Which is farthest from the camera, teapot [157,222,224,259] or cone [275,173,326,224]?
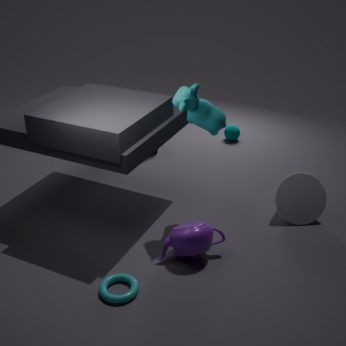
cone [275,173,326,224]
